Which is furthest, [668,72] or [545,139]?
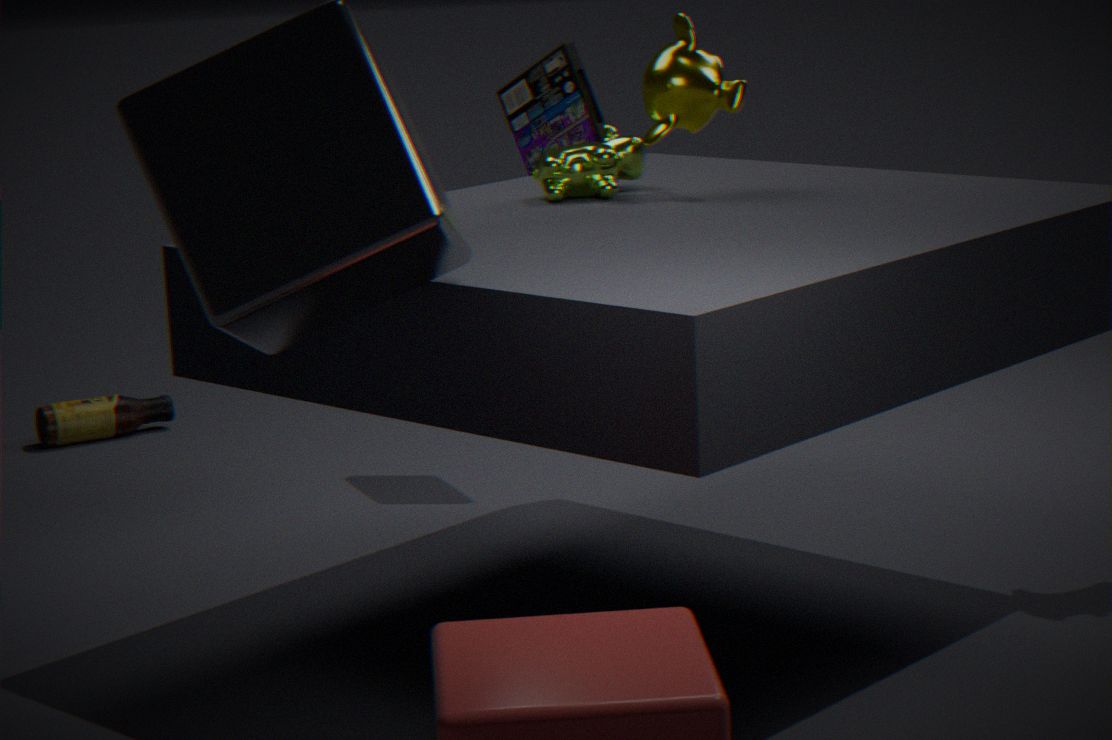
[545,139]
